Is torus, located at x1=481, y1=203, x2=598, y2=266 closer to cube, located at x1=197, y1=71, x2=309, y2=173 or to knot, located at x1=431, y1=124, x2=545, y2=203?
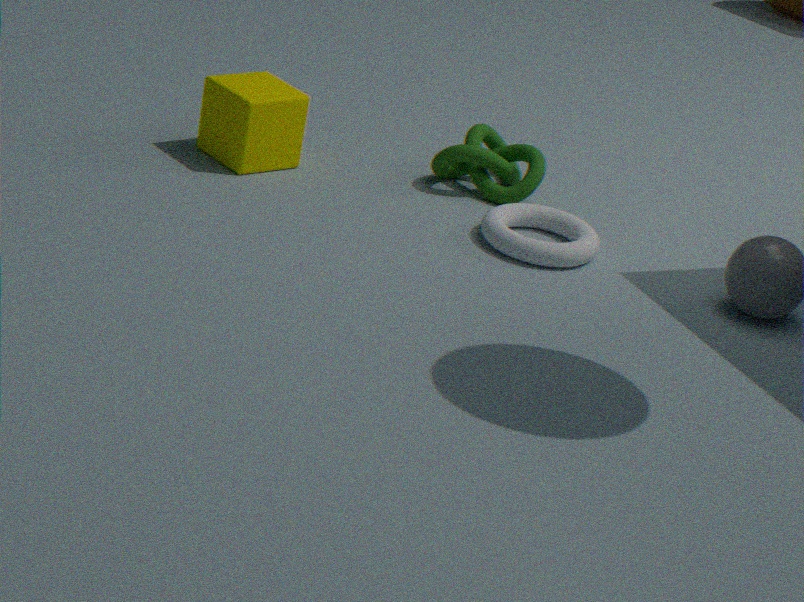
knot, located at x1=431, y1=124, x2=545, y2=203
